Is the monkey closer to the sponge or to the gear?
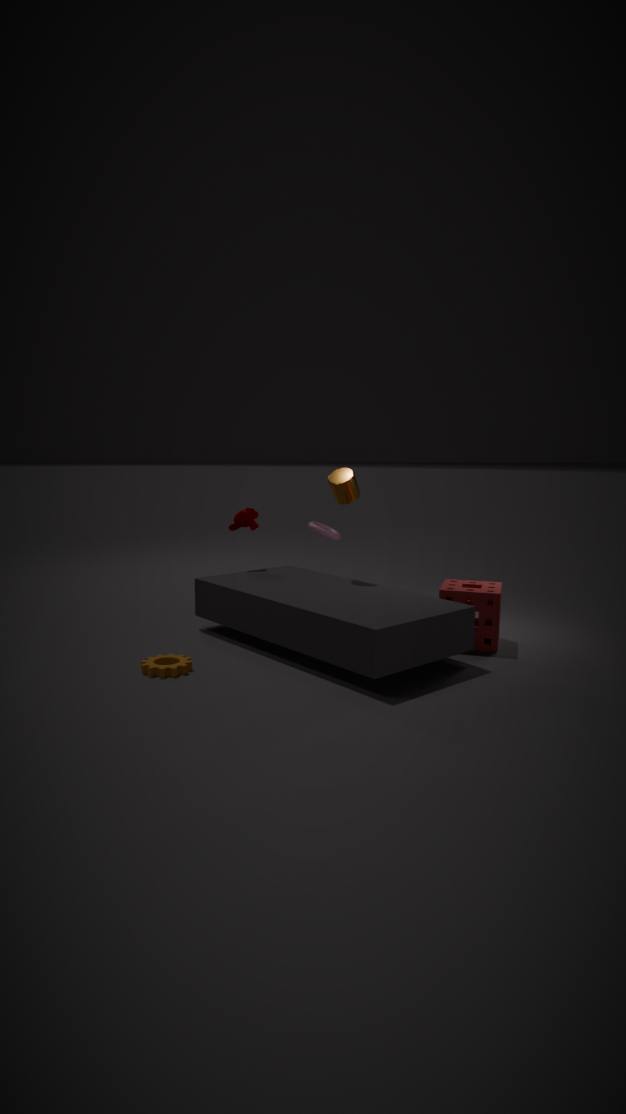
the gear
